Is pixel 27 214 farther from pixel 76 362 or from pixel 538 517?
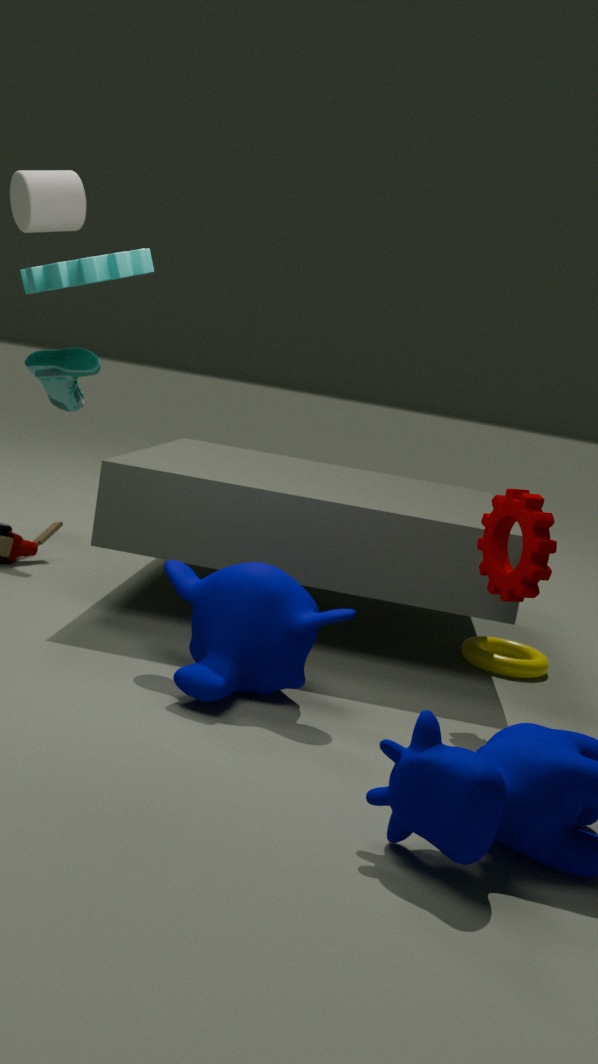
pixel 538 517
